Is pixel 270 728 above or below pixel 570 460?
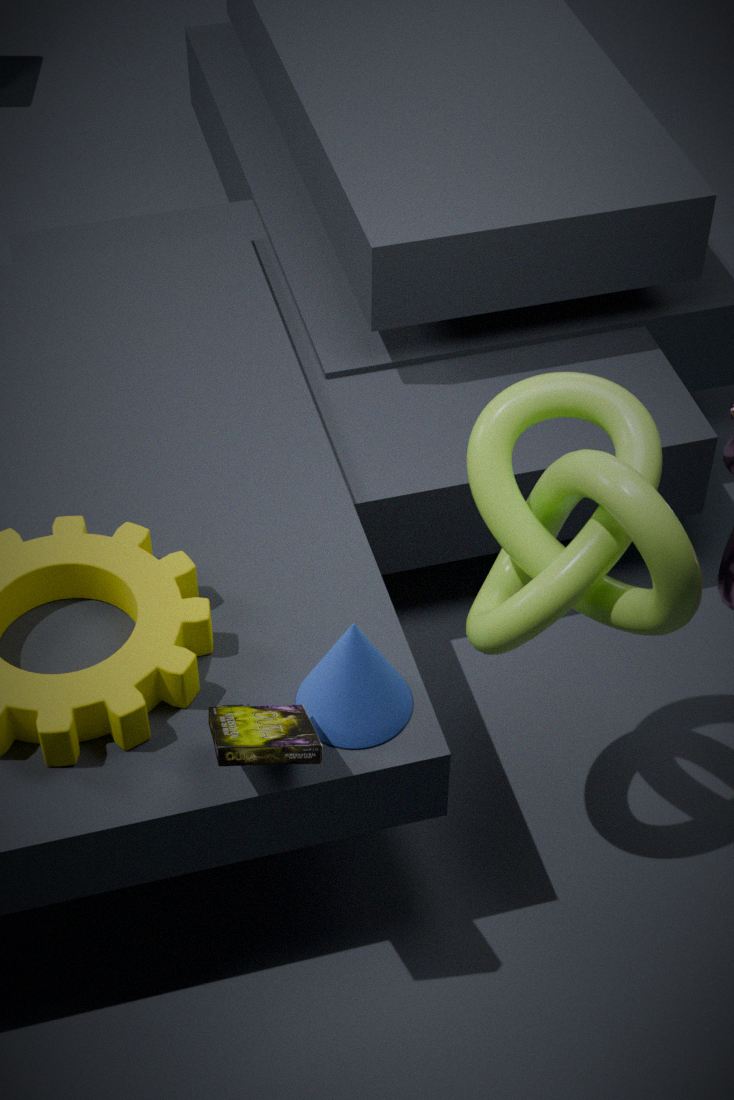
below
